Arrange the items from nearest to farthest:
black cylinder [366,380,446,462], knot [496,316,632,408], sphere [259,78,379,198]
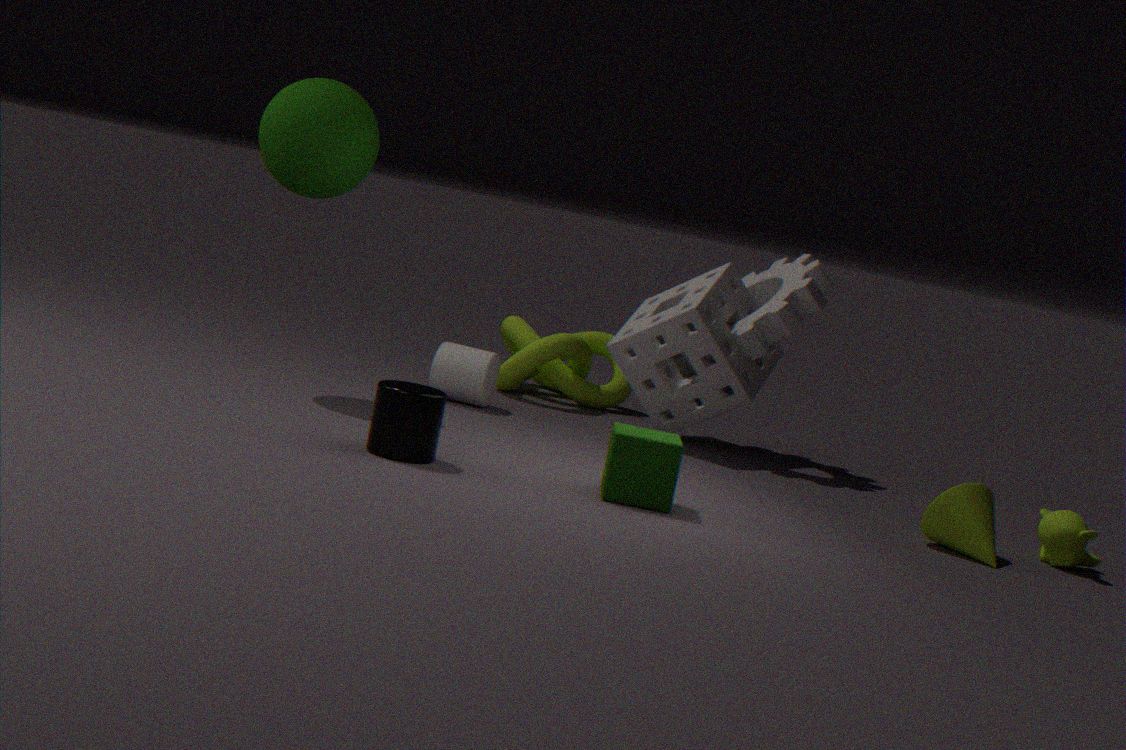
black cylinder [366,380,446,462]
sphere [259,78,379,198]
knot [496,316,632,408]
